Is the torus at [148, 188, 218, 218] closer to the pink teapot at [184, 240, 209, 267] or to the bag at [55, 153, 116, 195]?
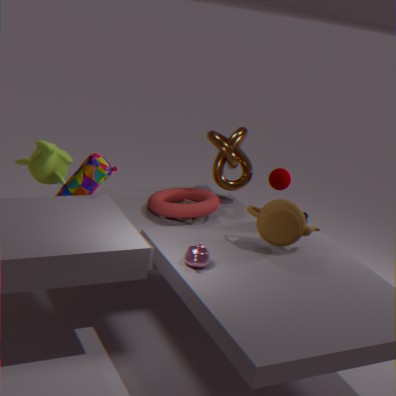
the bag at [55, 153, 116, 195]
